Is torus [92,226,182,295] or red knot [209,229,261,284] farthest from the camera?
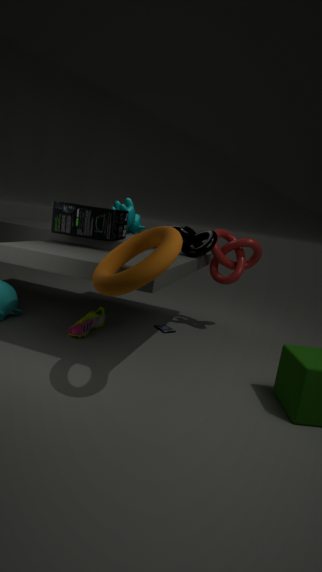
red knot [209,229,261,284]
